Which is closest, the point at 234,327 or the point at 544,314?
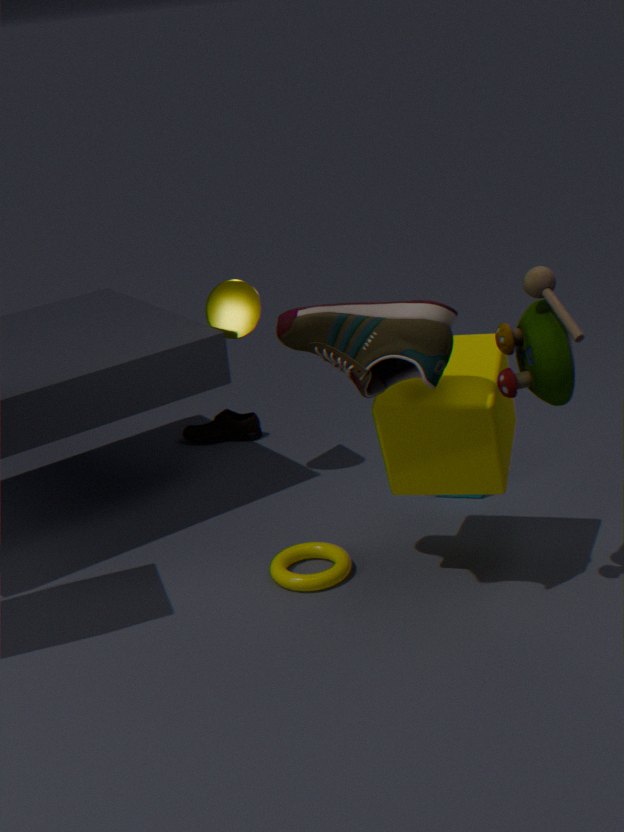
the point at 544,314
